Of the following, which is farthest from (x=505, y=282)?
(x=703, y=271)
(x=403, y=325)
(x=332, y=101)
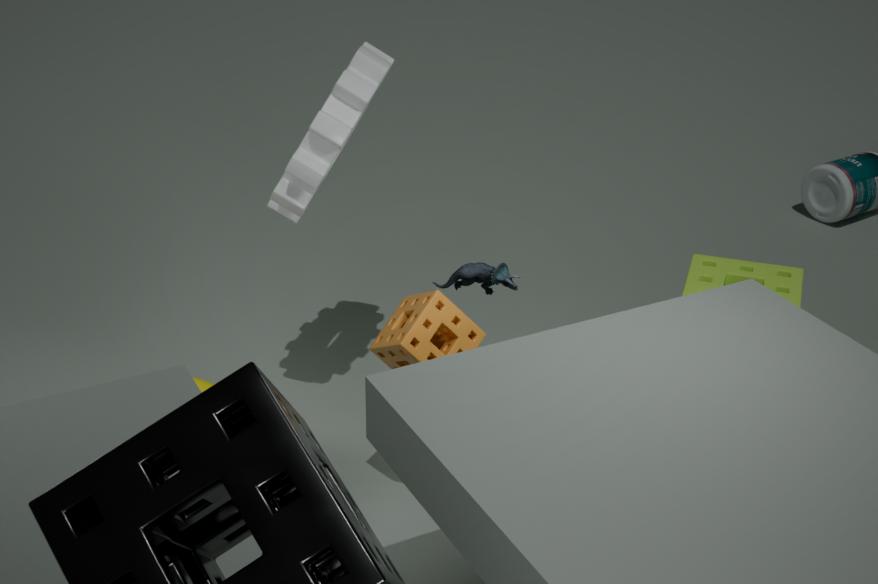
(x=703, y=271)
